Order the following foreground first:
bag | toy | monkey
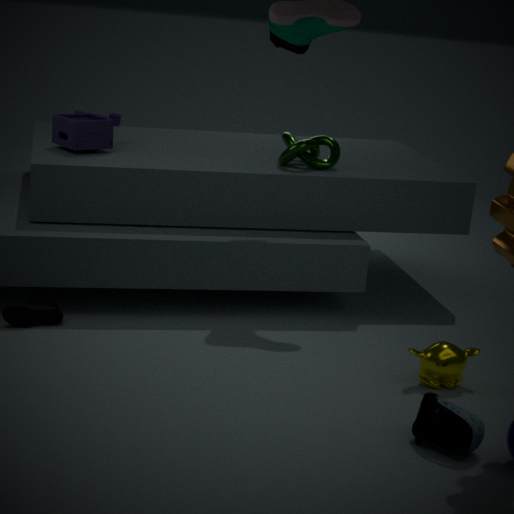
1. bag
2. monkey
3. toy
